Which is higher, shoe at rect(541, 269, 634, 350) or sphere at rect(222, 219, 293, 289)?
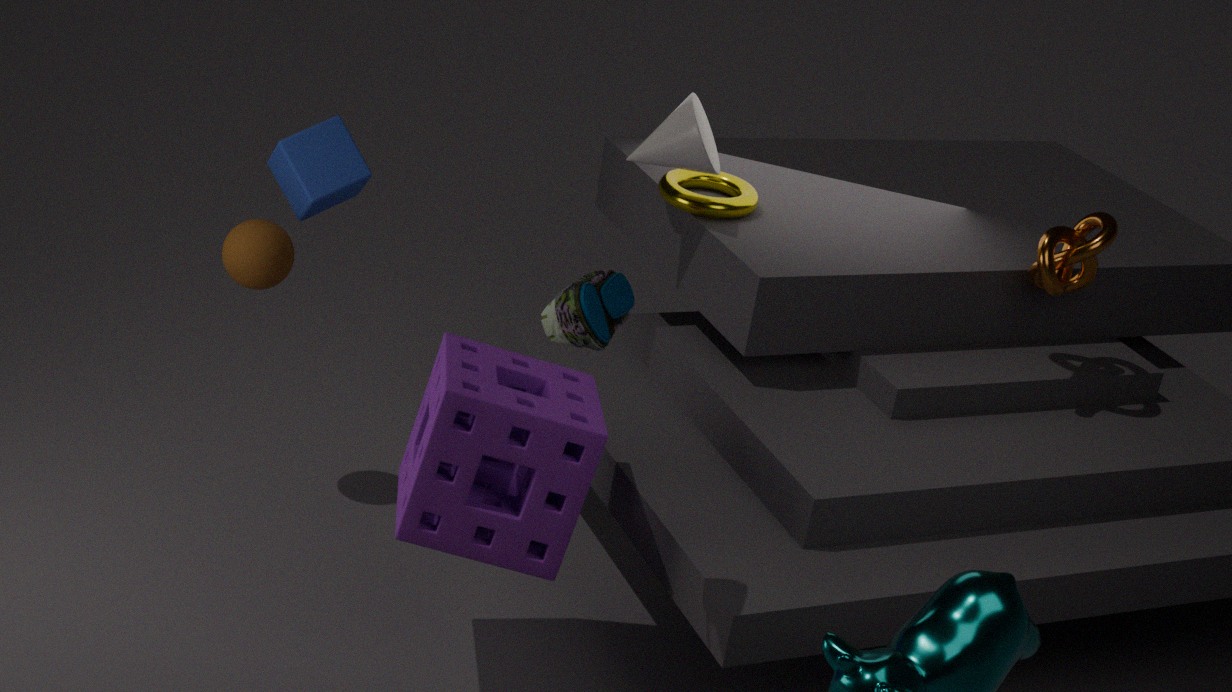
shoe at rect(541, 269, 634, 350)
